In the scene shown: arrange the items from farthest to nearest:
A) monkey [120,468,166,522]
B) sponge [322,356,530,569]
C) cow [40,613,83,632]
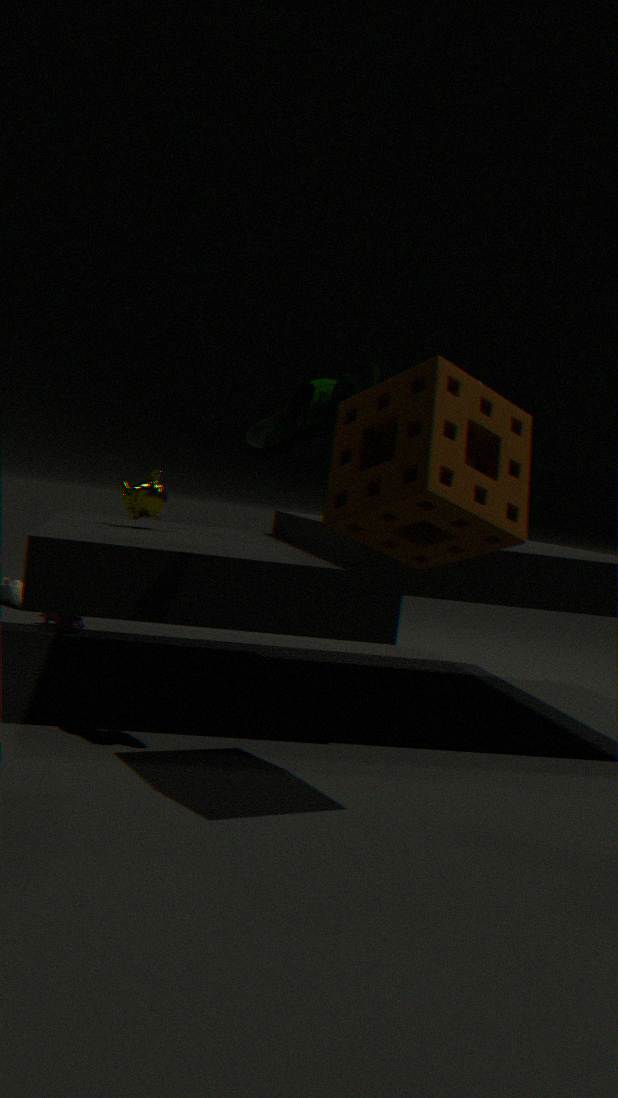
cow [40,613,83,632] → monkey [120,468,166,522] → sponge [322,356,530,569]
